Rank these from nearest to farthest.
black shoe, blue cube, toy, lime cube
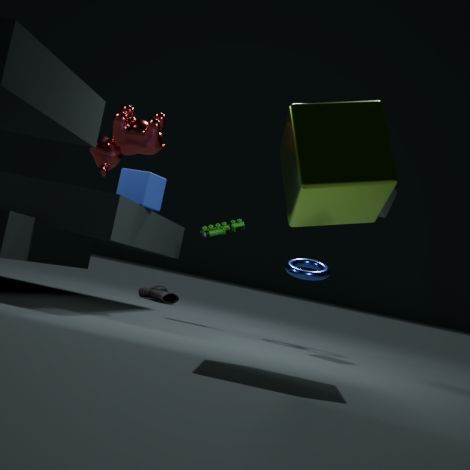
lime cube, blue cube, toy, black shoe
